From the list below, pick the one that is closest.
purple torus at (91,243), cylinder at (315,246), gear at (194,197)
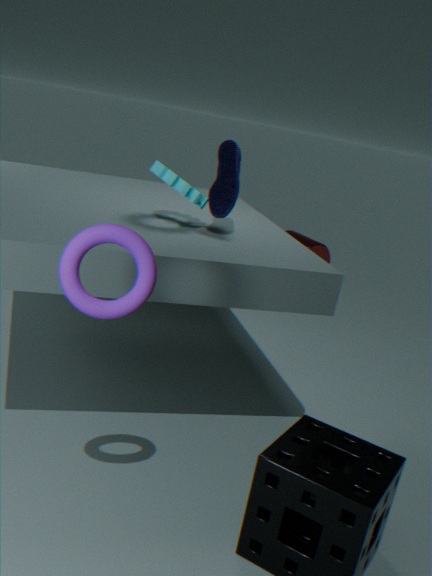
purple torus at (91,243)
